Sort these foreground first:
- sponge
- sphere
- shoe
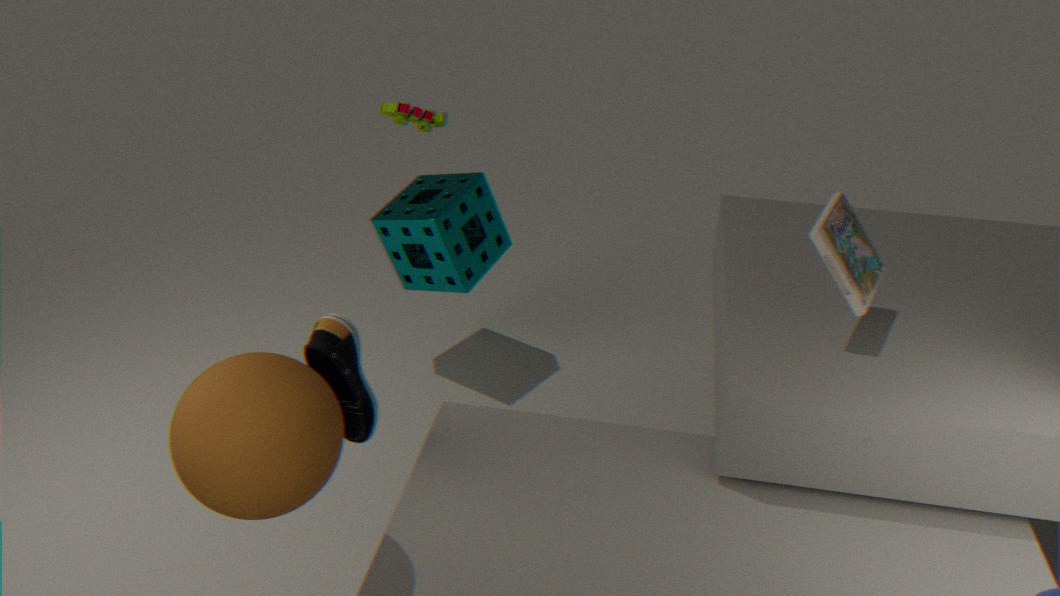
sphere → shoe → sponge
